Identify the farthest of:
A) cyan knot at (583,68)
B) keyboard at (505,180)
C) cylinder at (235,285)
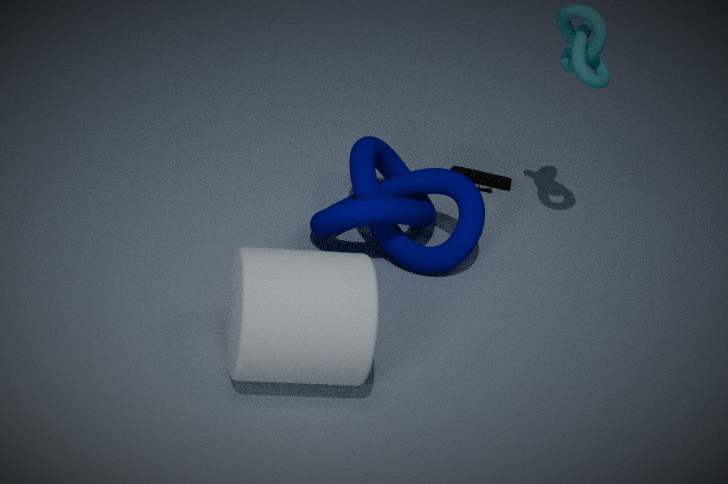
keyboard at (505,180)
